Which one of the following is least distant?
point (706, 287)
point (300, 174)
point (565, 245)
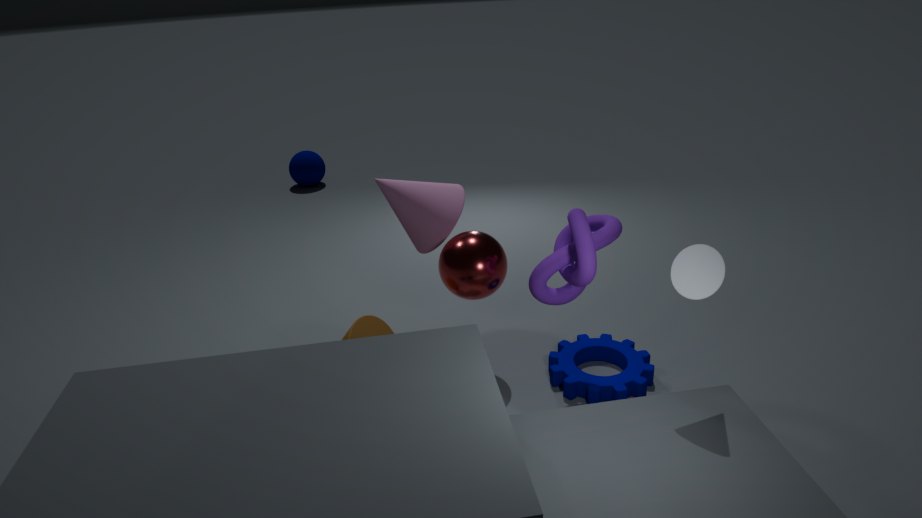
point (706, 287)
